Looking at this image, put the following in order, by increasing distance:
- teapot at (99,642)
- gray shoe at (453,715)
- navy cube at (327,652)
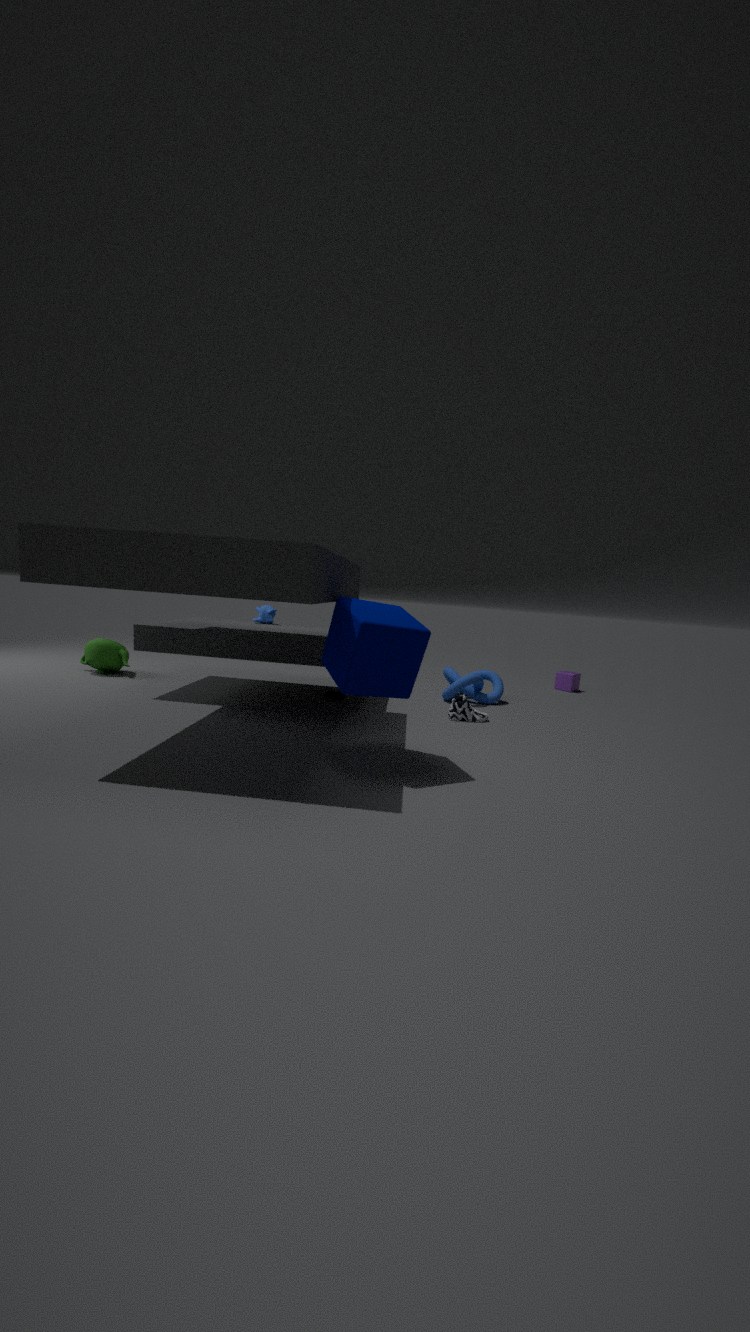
navy cube at (327,652), gray shoe at (453,715), teapot at (99,642)
